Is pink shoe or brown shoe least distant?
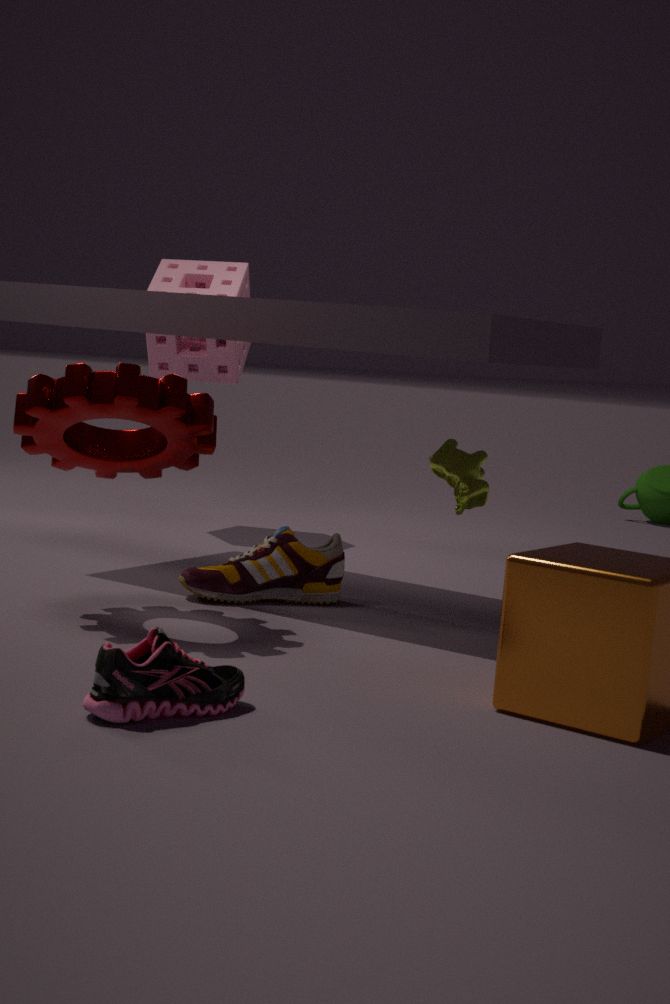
pink shoe
